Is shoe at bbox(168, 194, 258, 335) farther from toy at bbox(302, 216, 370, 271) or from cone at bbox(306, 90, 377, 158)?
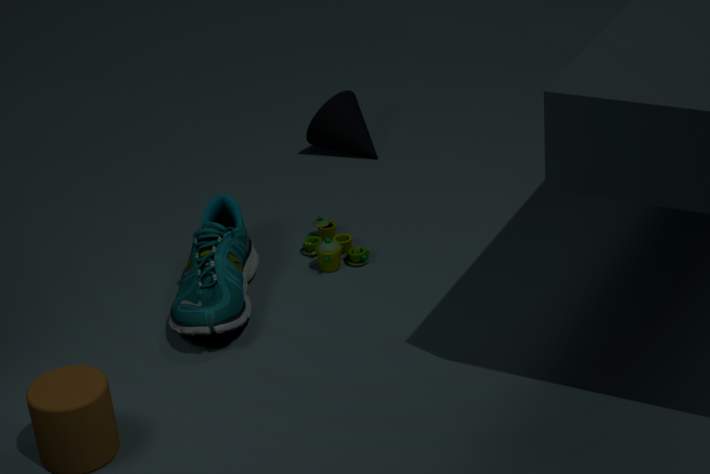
cone at bbox(306, 90, 377, 158)
